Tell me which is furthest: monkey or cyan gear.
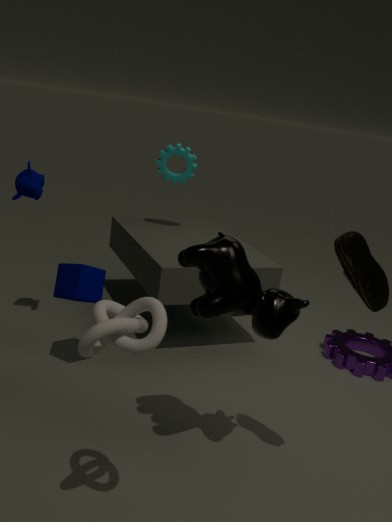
cyan gear
